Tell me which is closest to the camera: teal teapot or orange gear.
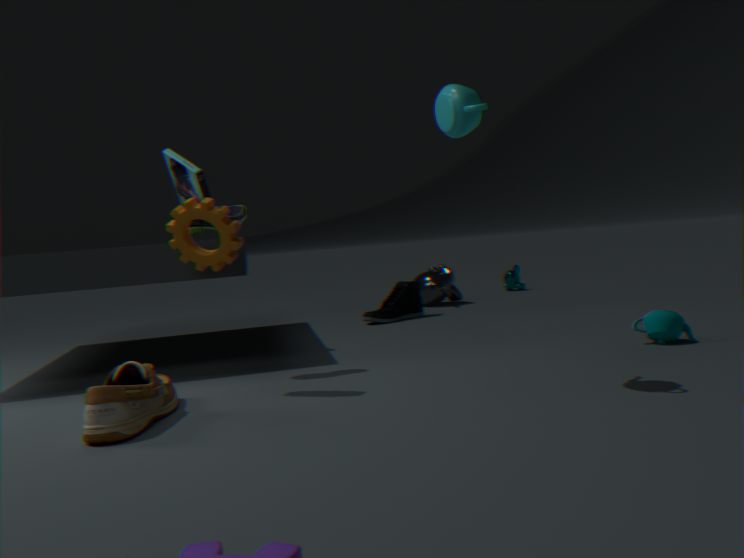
orange gear
